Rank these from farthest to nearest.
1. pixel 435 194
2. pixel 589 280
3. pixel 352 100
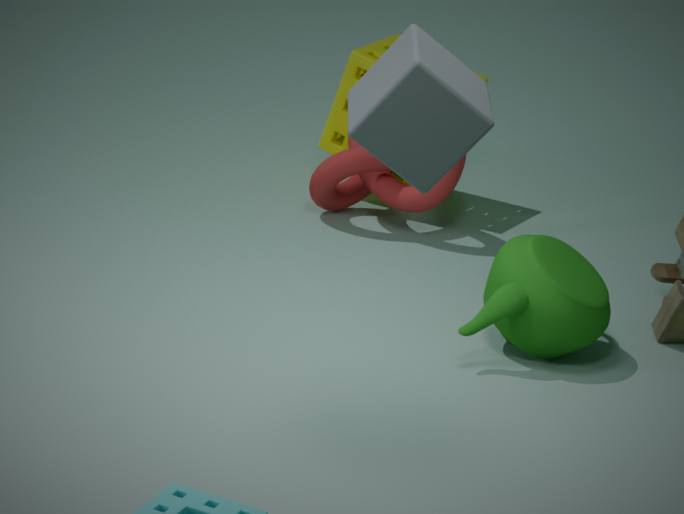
pixel 435 194 → pixel 589 280 → pixel 352 100
